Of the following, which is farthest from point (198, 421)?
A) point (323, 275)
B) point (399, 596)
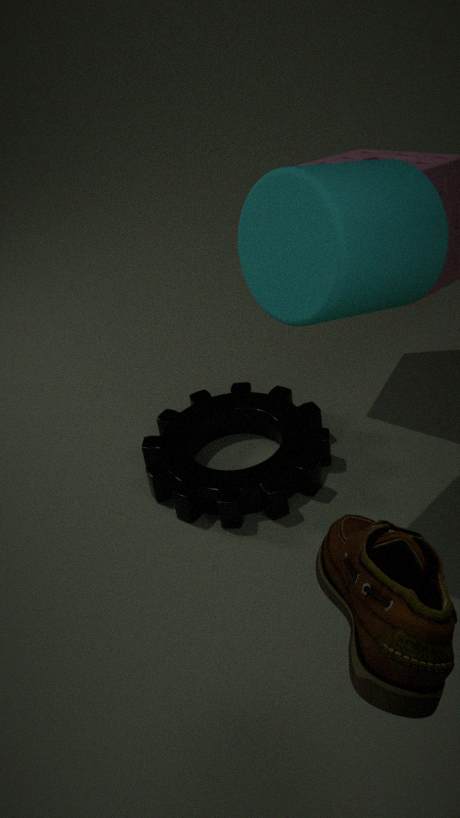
point (399, 596)
